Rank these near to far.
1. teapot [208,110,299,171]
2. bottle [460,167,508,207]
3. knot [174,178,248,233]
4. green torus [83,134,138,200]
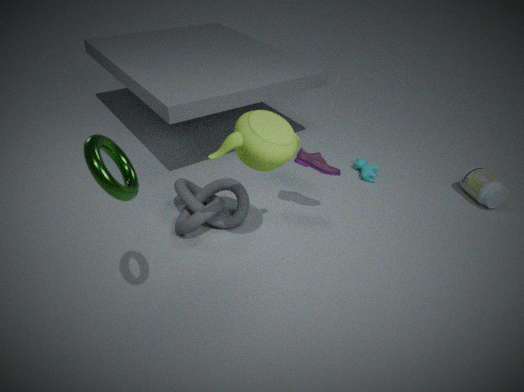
green torus [83,134,138,200], teapot [208,110,299,171], knot [174,178,248,233], bottle [460,167,508,207]
